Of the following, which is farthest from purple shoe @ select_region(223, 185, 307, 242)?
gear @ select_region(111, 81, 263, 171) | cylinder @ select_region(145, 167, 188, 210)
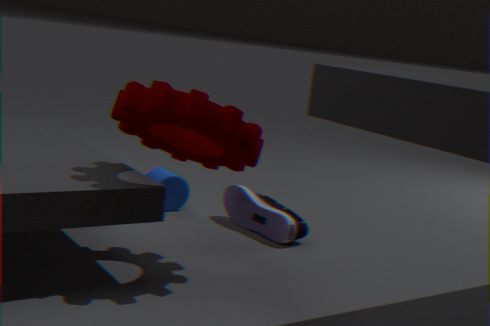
gear @ select_region(111, 81, 263, 171)
